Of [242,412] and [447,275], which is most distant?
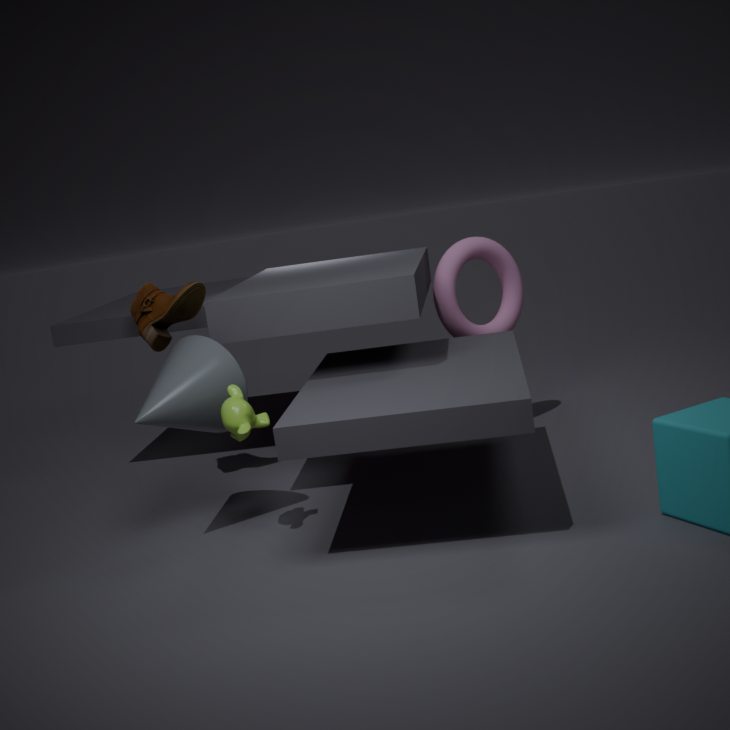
[447,275]
